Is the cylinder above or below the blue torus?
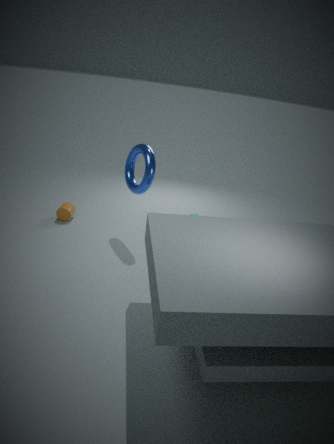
below
